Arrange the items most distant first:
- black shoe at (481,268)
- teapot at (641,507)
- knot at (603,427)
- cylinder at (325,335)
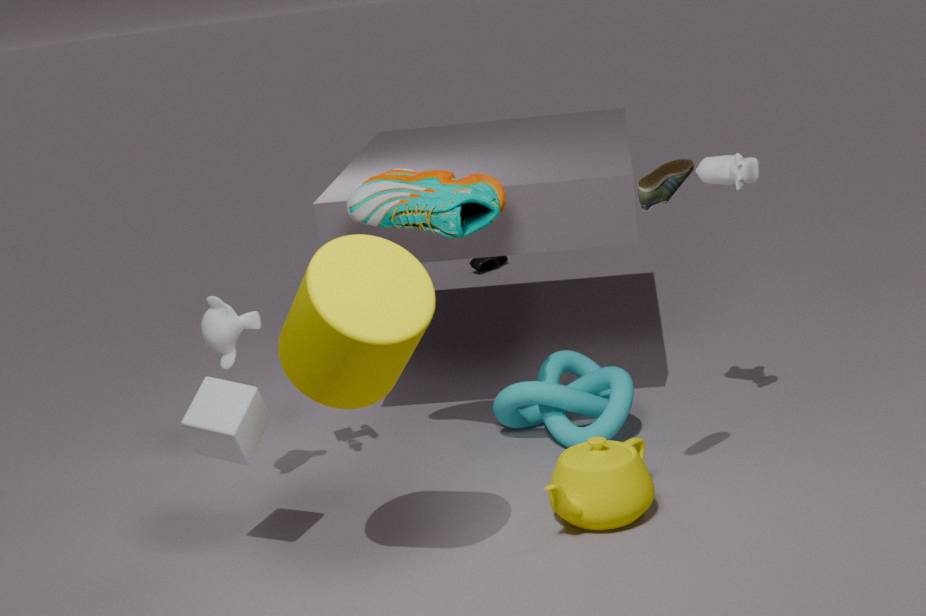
black shoe at (481,268) < knot at (603,427) < teapot at (641,507) < cylinder at (325,335)
